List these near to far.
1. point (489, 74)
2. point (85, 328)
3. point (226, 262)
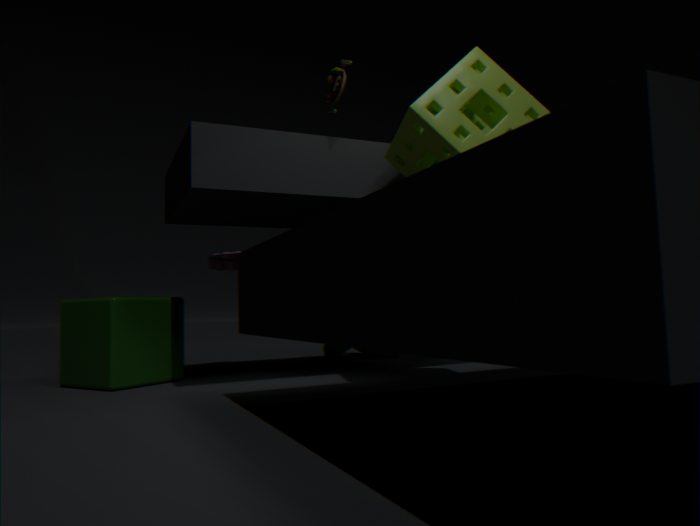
point (489, 74) < point (85, 328) < point (226, 262)
